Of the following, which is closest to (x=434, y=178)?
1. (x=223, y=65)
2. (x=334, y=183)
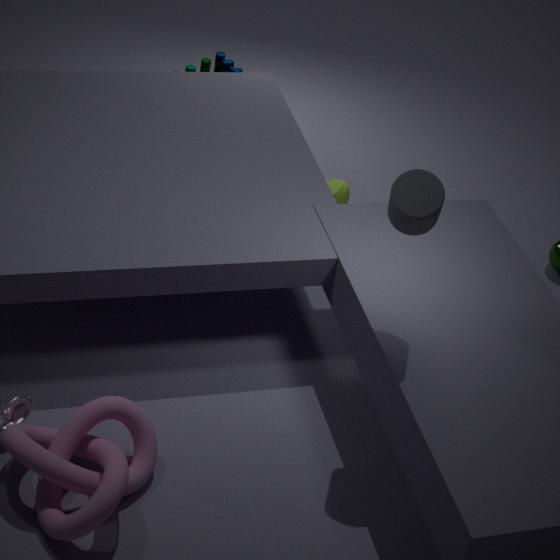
(x=334, y=183)
